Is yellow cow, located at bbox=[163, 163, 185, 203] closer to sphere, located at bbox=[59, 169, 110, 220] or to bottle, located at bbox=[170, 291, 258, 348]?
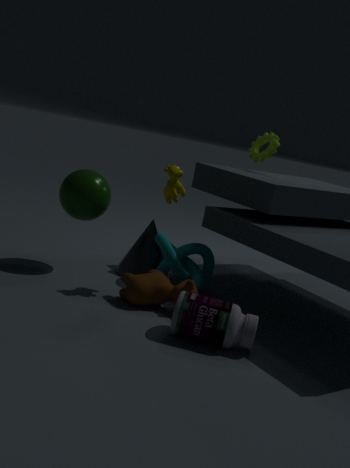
sphere, located at bbox=[59, 169, 110, 220]
